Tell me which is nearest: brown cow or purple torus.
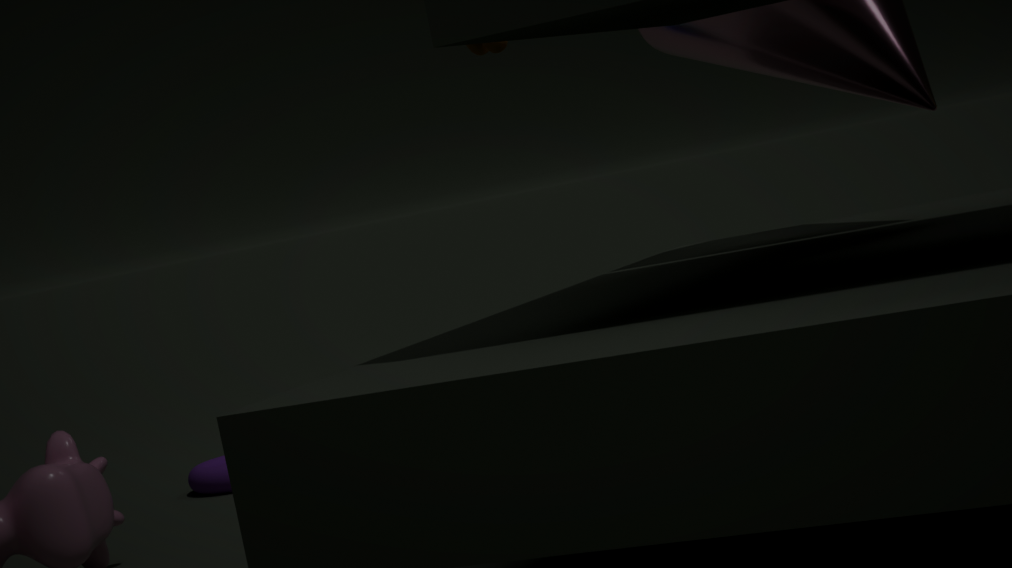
brown cow
